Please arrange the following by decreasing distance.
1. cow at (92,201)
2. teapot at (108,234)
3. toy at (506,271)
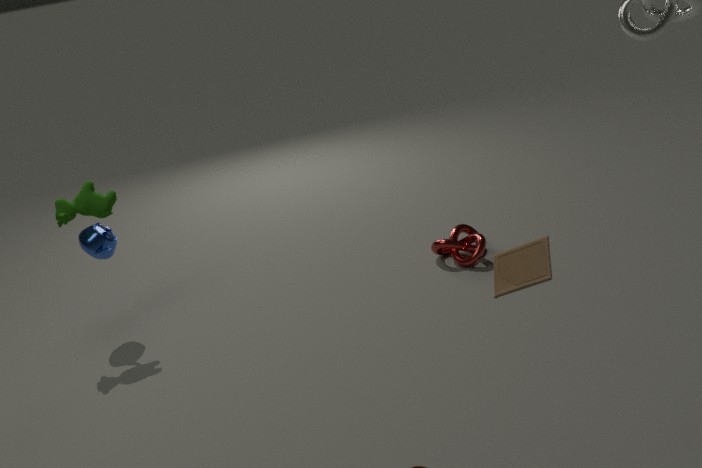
teapot at (108,234) → cow at (92,201) → toy at (506,271)
